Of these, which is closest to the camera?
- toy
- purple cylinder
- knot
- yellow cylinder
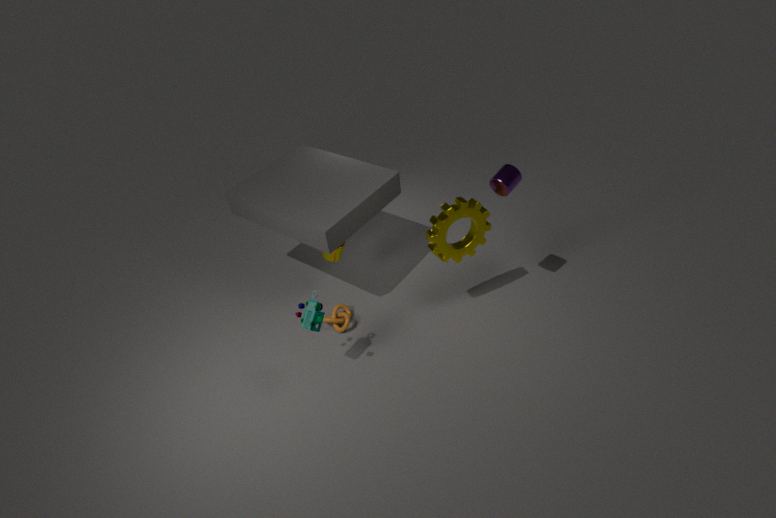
toy
